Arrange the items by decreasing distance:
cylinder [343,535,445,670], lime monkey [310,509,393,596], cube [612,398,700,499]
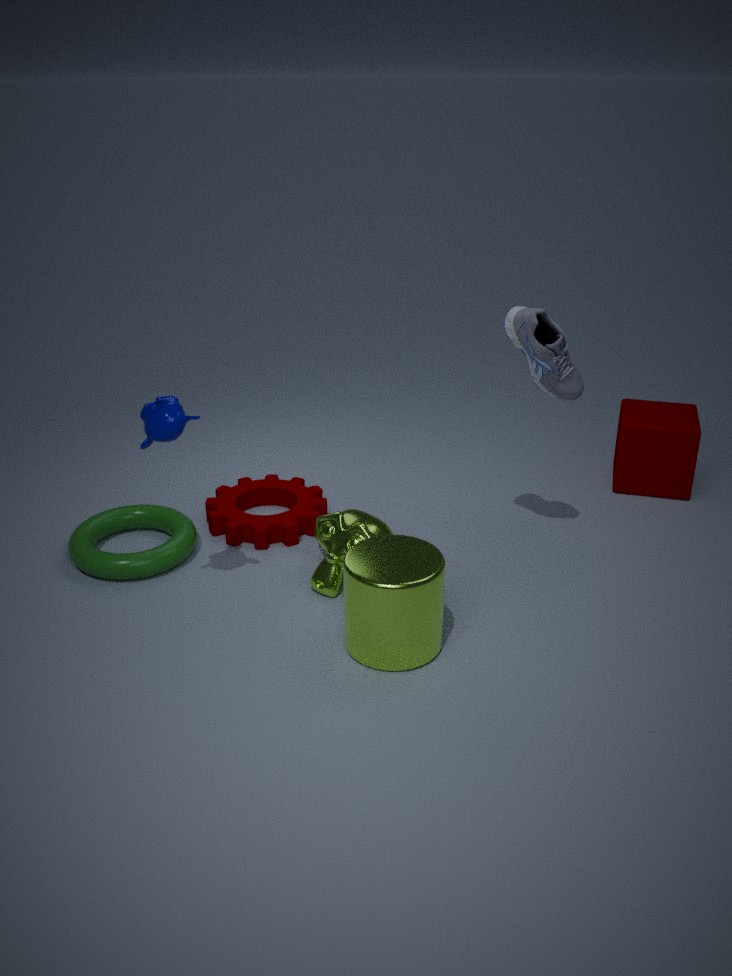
cube [612,398,700,499] < lime monkey [310,509,393,596] < cylinder [343,535,445,670]
